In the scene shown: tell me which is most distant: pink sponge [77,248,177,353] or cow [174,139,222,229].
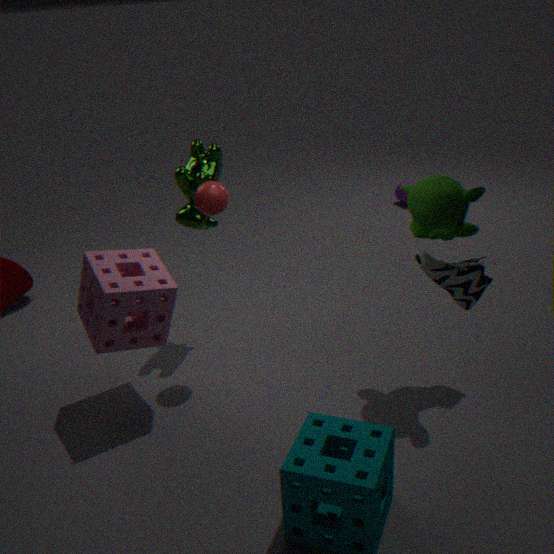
cow [174,139,222,229]
